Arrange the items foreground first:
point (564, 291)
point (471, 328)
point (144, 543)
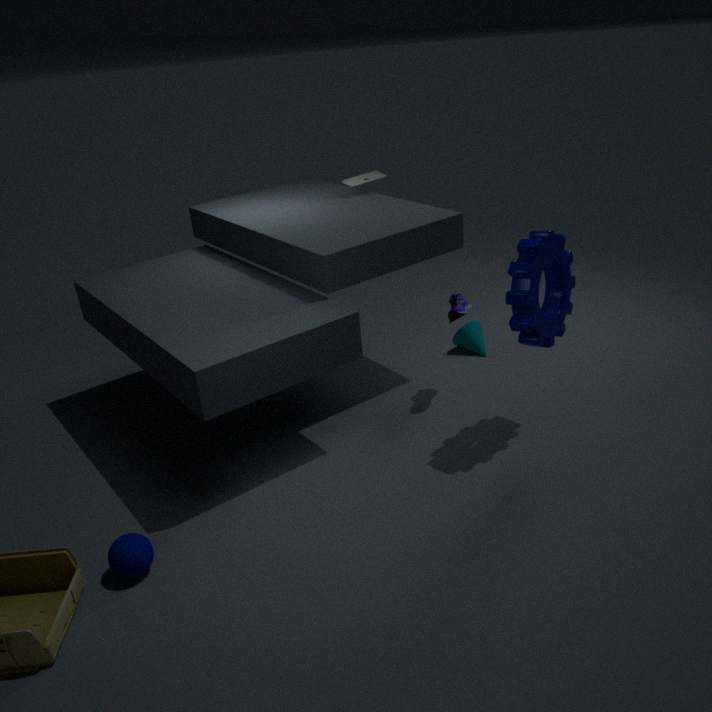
→ point (144, 543) < point (564, 291) < point (471, 328)
